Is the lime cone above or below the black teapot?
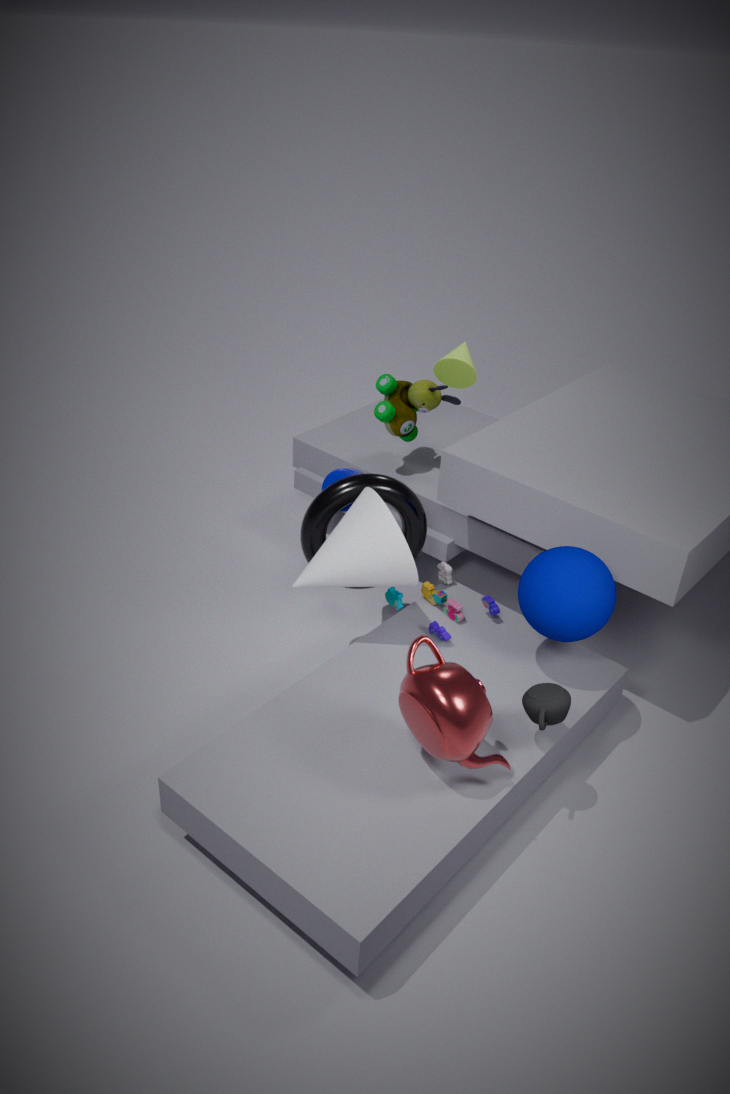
above
